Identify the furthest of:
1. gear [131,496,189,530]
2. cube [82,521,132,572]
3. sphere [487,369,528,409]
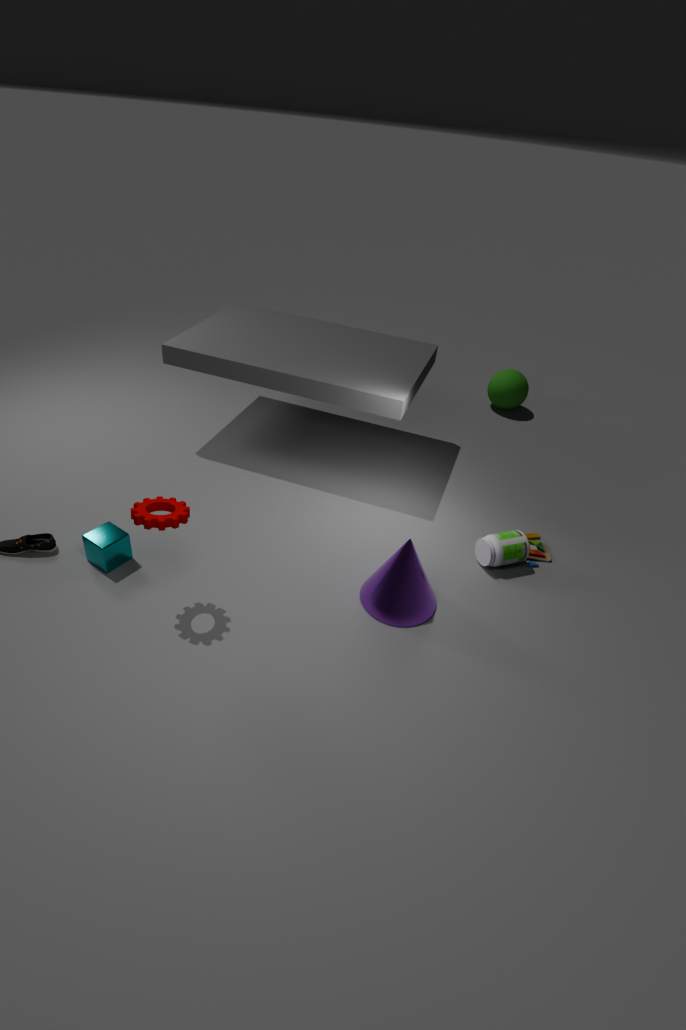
sphere [487,369,528,409]
